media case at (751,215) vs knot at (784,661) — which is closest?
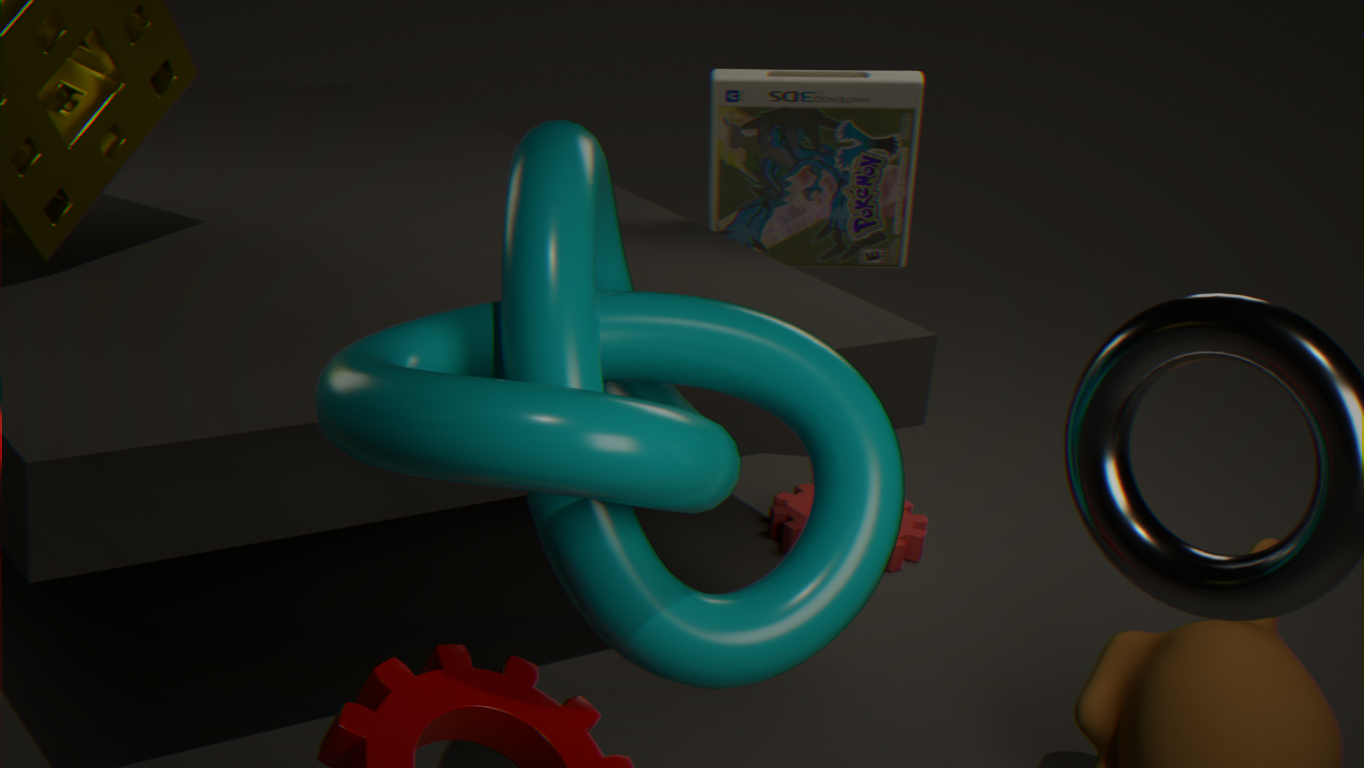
knot at (784,661)
